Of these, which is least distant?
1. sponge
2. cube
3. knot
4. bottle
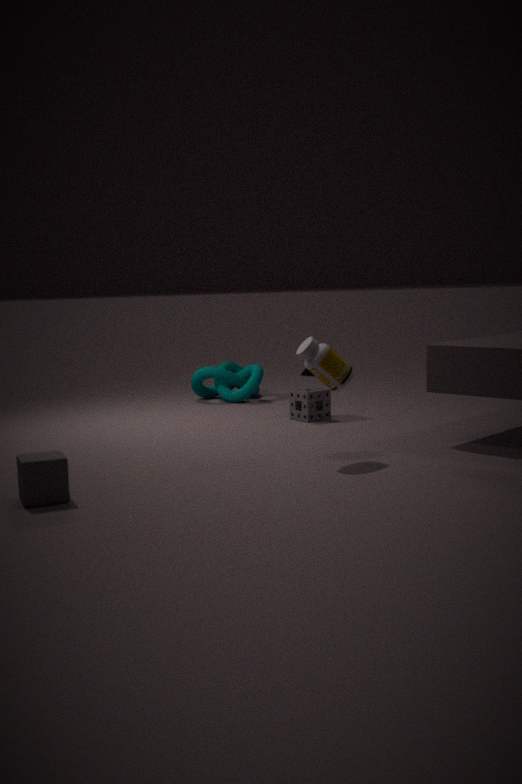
cube
